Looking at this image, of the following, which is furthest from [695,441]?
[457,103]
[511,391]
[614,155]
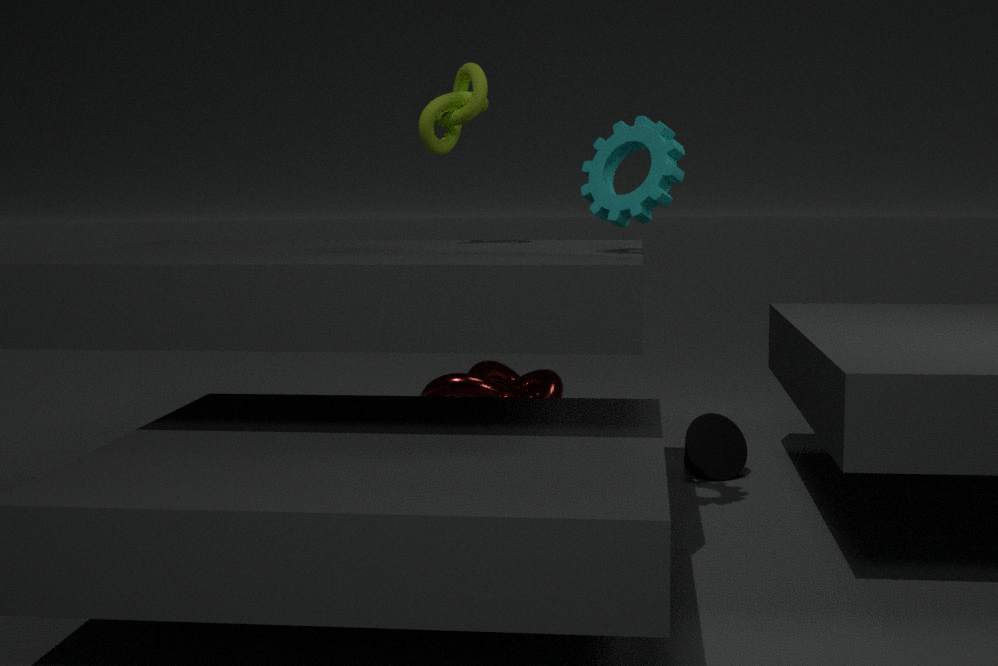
[457,103]
